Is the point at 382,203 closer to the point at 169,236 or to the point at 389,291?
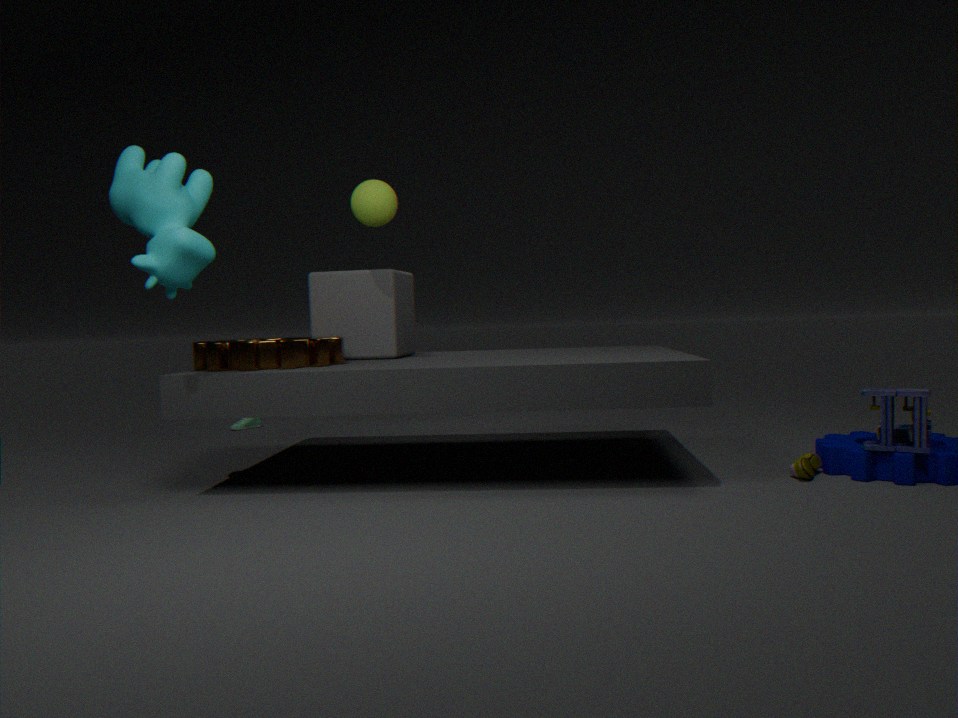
the point at 389,291
